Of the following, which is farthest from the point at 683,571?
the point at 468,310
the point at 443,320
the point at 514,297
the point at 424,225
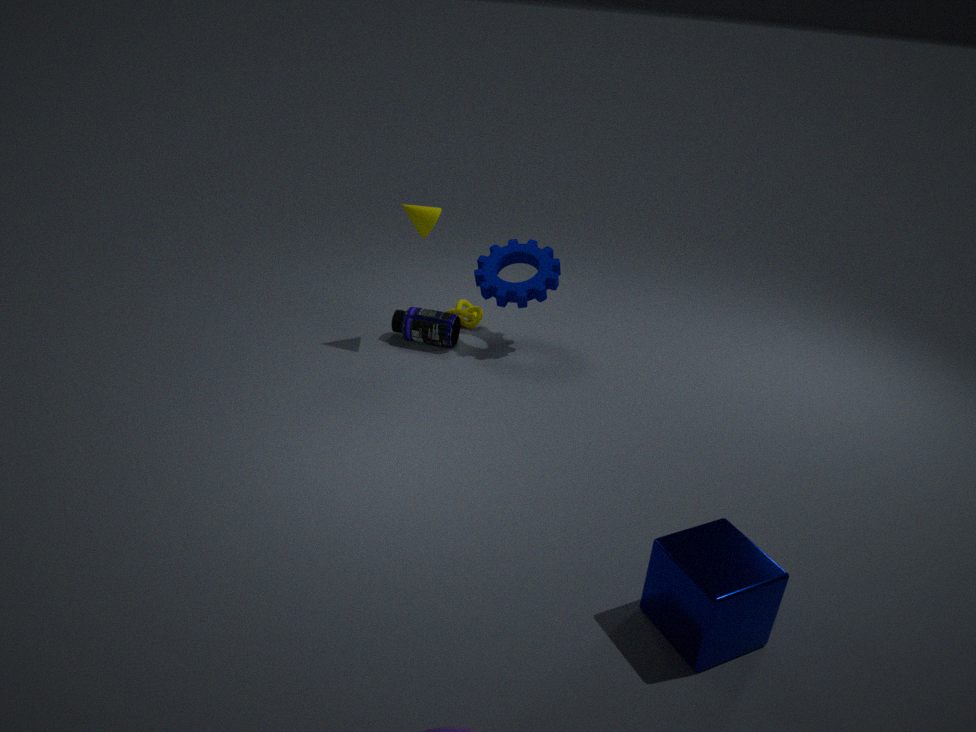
the point at 468,310
